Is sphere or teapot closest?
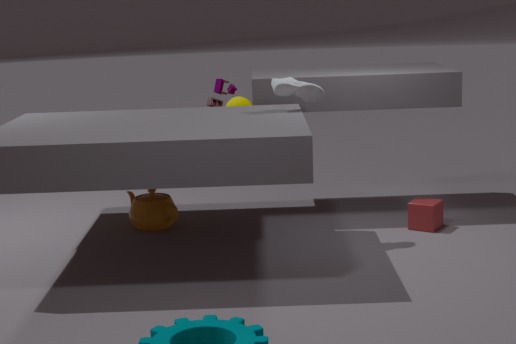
sphere
